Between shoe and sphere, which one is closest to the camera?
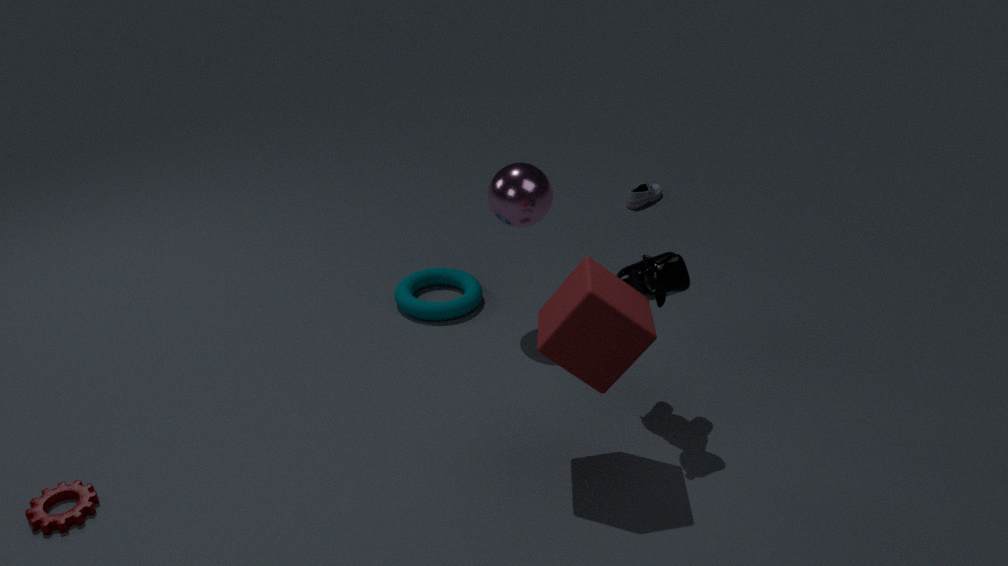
sphere
